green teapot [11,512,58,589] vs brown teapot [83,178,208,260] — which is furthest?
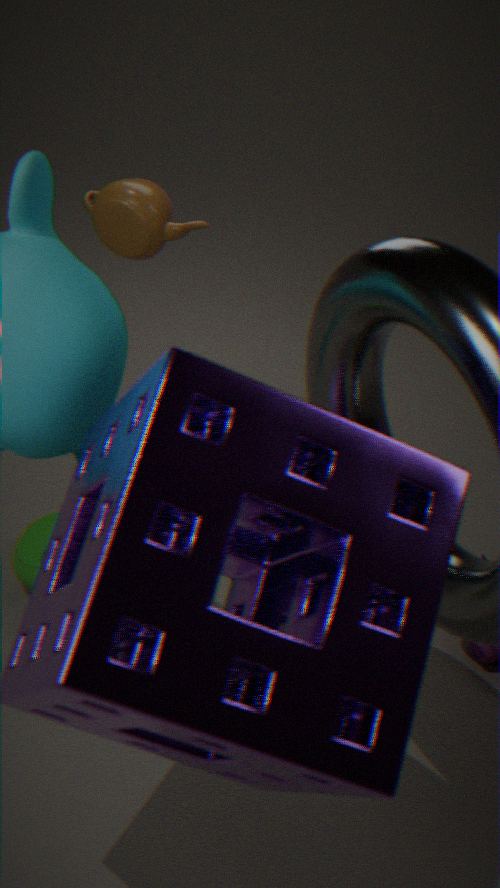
brown teapot [83,178,208,260]
